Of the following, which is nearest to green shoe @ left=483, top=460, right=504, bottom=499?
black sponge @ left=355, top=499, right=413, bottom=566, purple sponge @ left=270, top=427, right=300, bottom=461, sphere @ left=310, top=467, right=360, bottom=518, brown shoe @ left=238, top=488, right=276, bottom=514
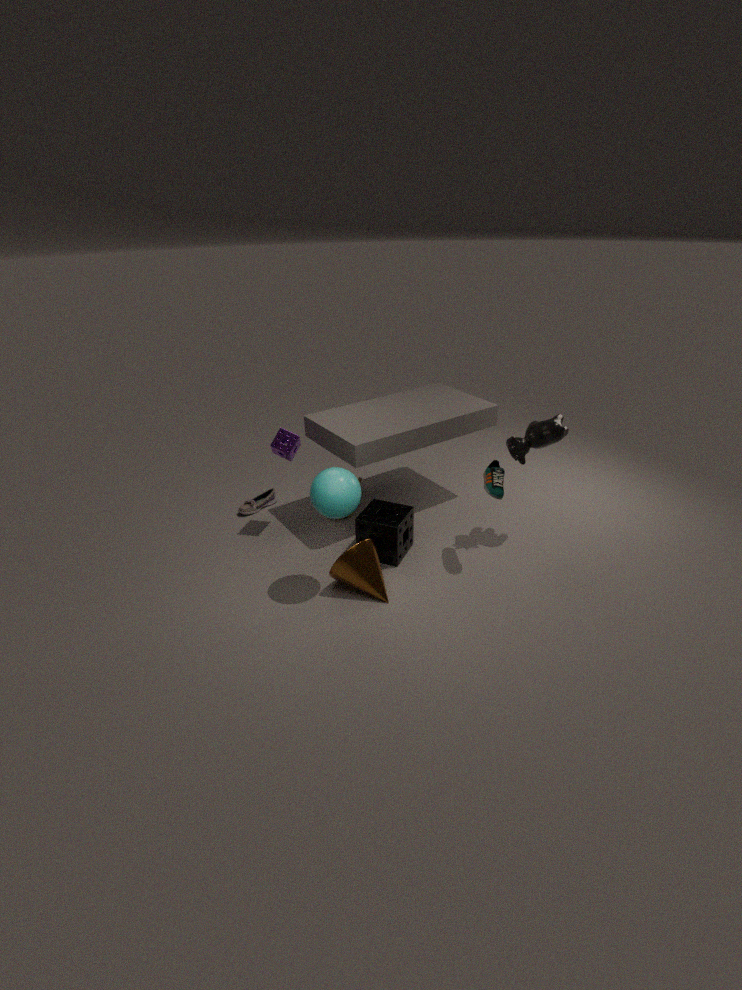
black sponge @ left=355, top=499, right=413, bottom=566
